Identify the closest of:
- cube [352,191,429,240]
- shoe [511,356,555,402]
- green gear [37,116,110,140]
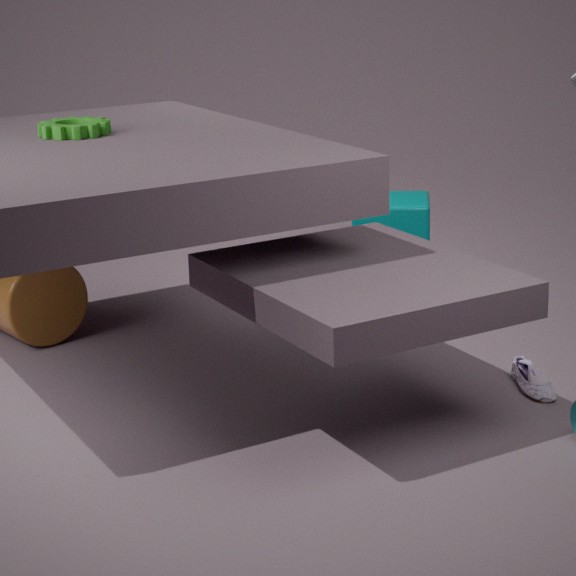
shoe [511,356,555,402]
